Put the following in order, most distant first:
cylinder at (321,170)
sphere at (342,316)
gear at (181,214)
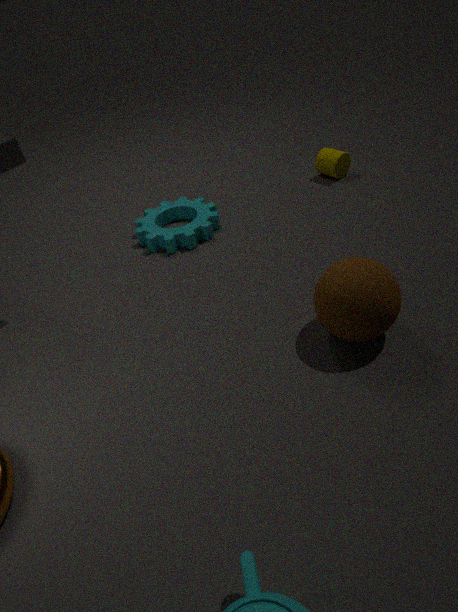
cylinder at (321,170) → gear at (181,214) → sphere at (342,316)
